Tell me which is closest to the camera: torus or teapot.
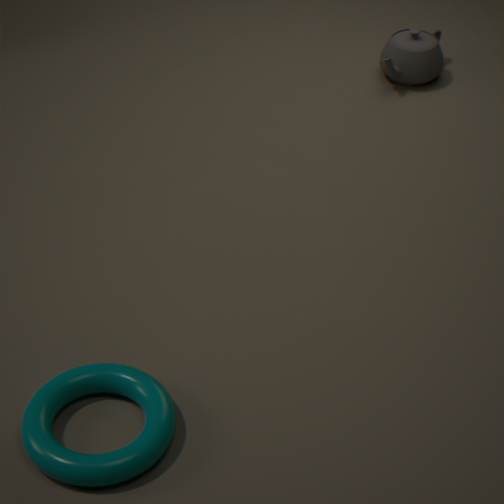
torus
